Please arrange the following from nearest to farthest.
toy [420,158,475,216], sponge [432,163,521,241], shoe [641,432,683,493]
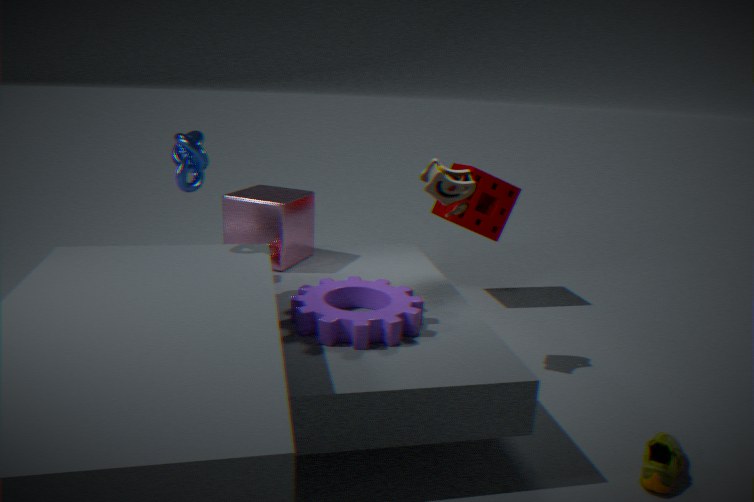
1. shoe [641,432,683,493]
2. toy [420,158,475,216]
3. sponge [432,163,521,241]
